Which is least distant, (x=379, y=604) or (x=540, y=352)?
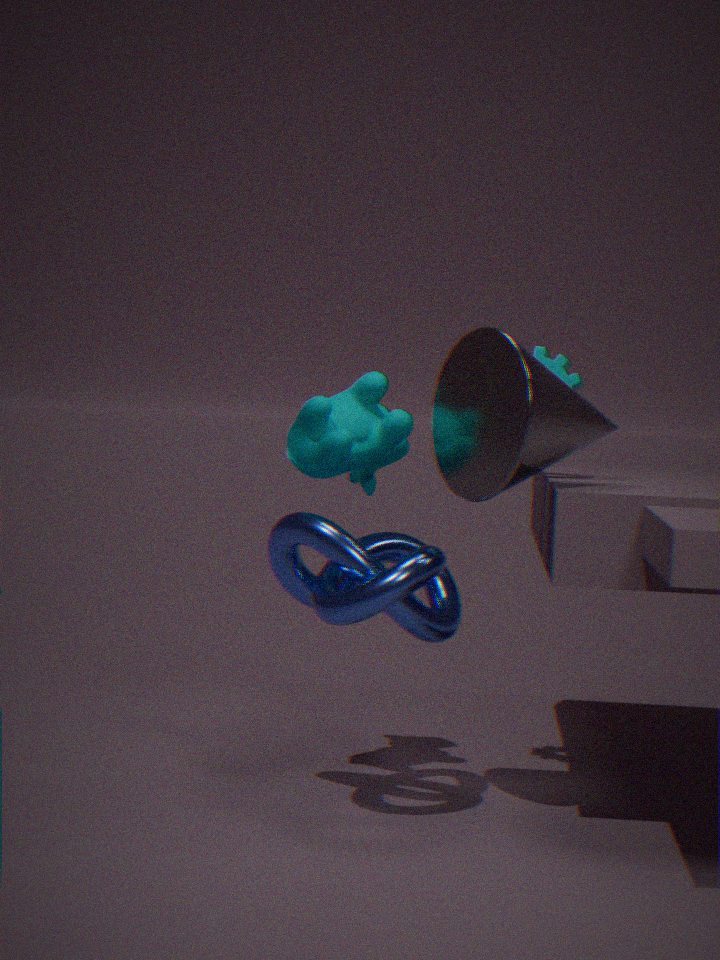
(x=379, y=604)
